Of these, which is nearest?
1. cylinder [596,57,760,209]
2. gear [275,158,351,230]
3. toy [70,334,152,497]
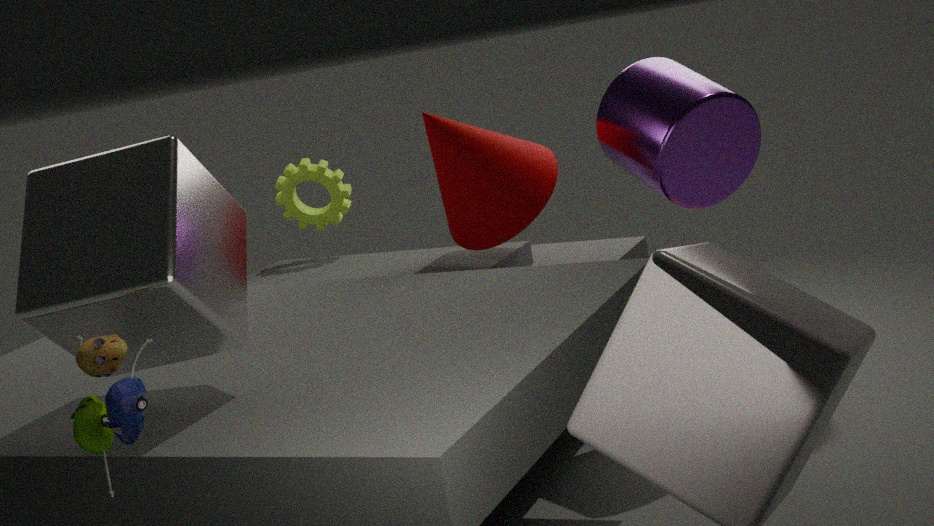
toy [70,334,152,497]
